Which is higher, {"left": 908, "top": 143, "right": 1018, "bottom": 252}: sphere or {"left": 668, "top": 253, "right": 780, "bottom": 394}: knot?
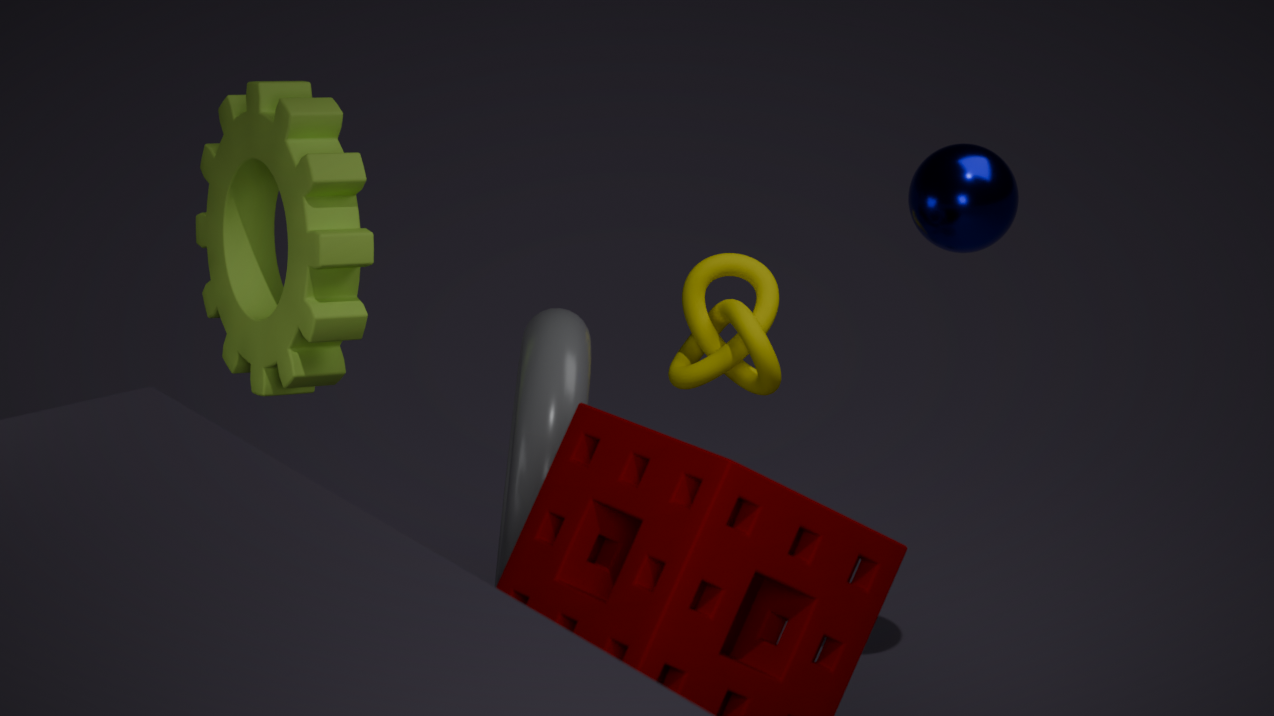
{"left": 908, "top": 143, "right": 1018, "bottom": 252}: sphere
